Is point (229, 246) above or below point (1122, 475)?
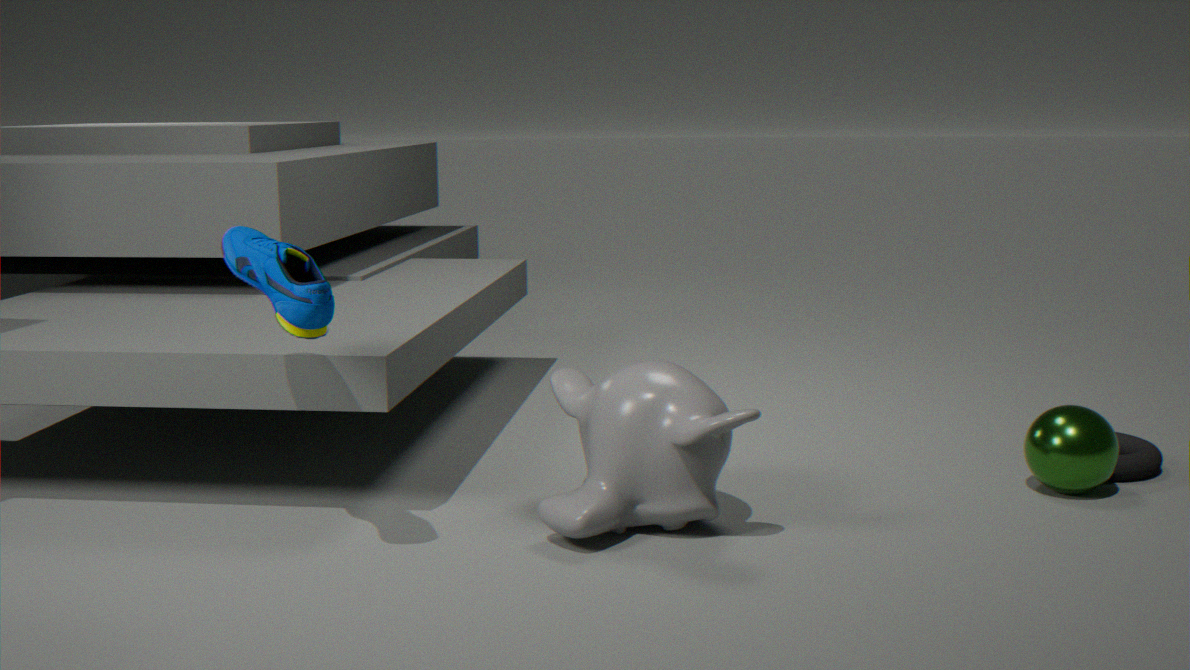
above
